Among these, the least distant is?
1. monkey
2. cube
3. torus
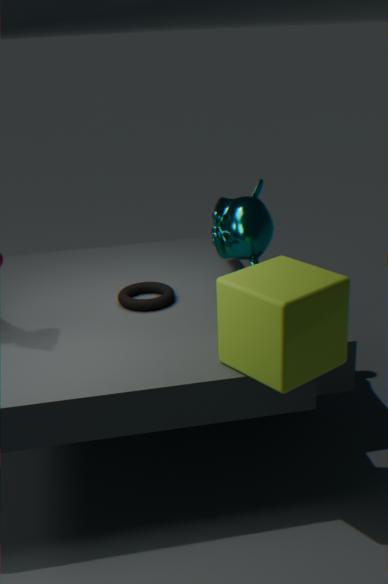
cube
